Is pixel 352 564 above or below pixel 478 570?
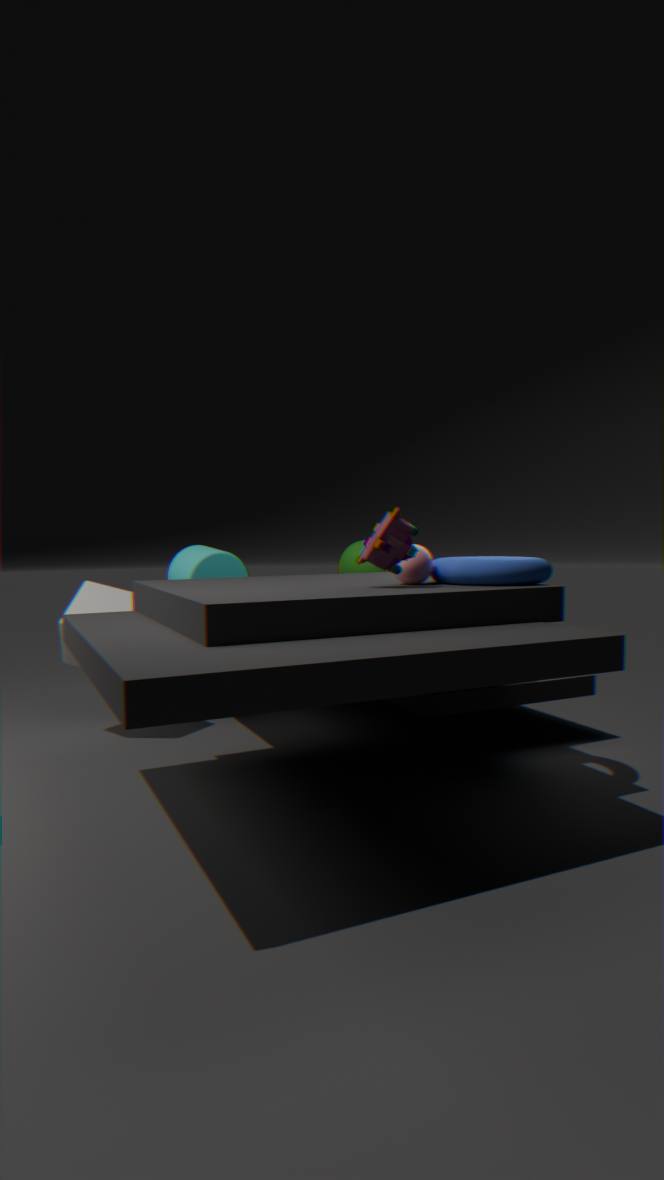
below
